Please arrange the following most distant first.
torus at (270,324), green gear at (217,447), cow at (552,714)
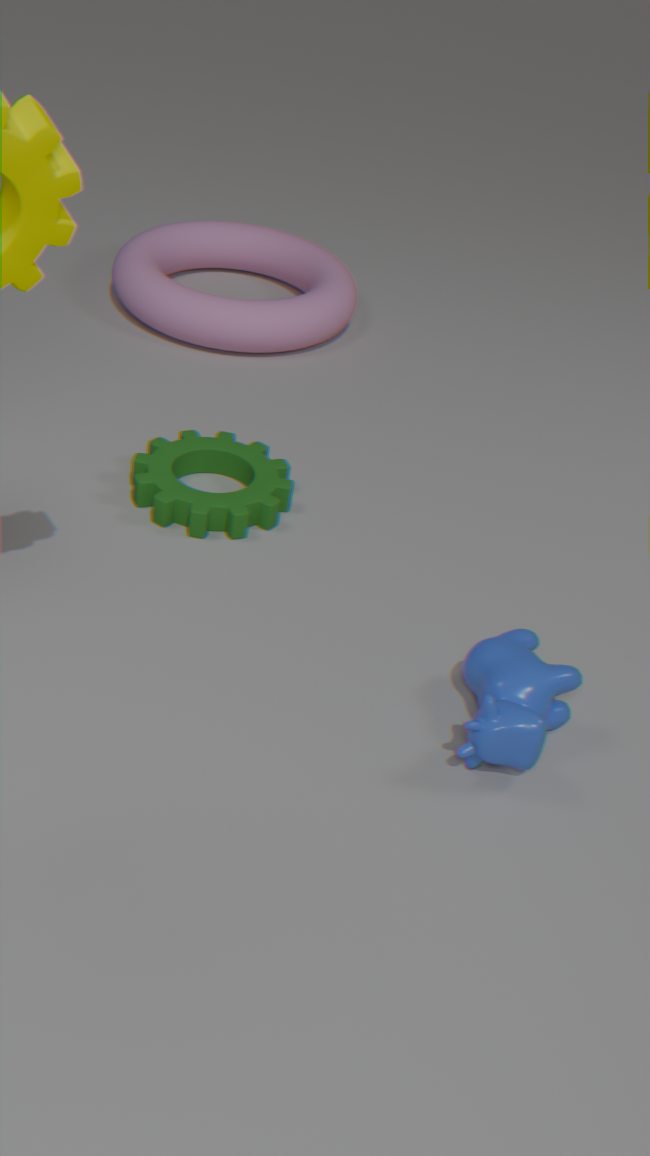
torus at (270,324) → green gear at (217,447) → cow at (552,714)
